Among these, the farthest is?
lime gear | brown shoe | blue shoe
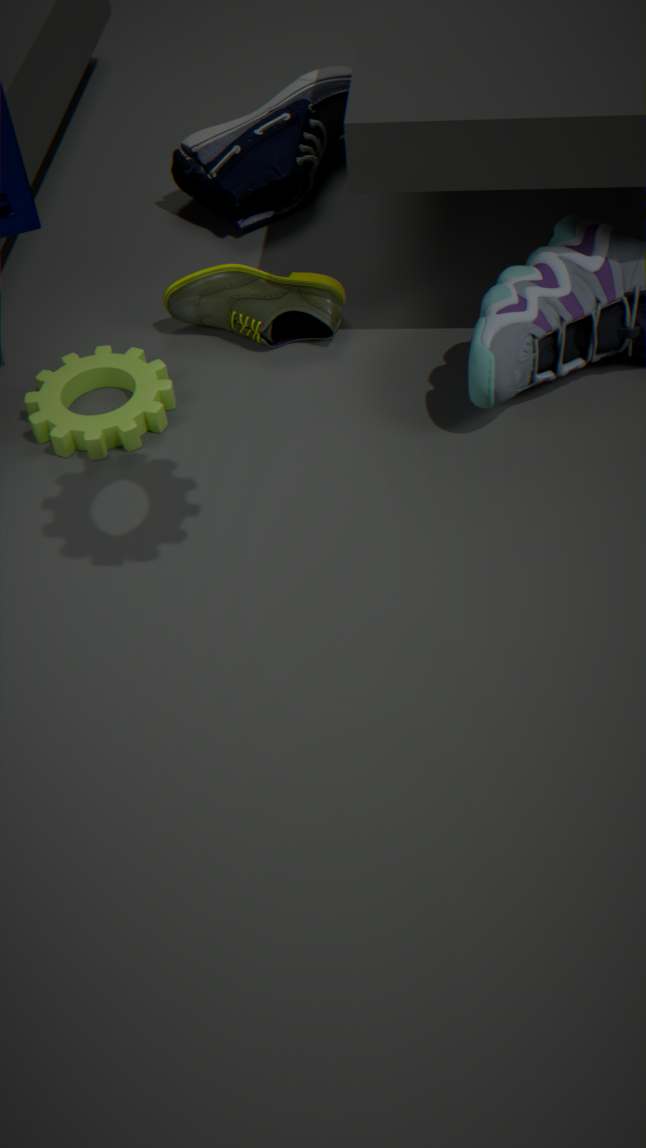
blue shoe
